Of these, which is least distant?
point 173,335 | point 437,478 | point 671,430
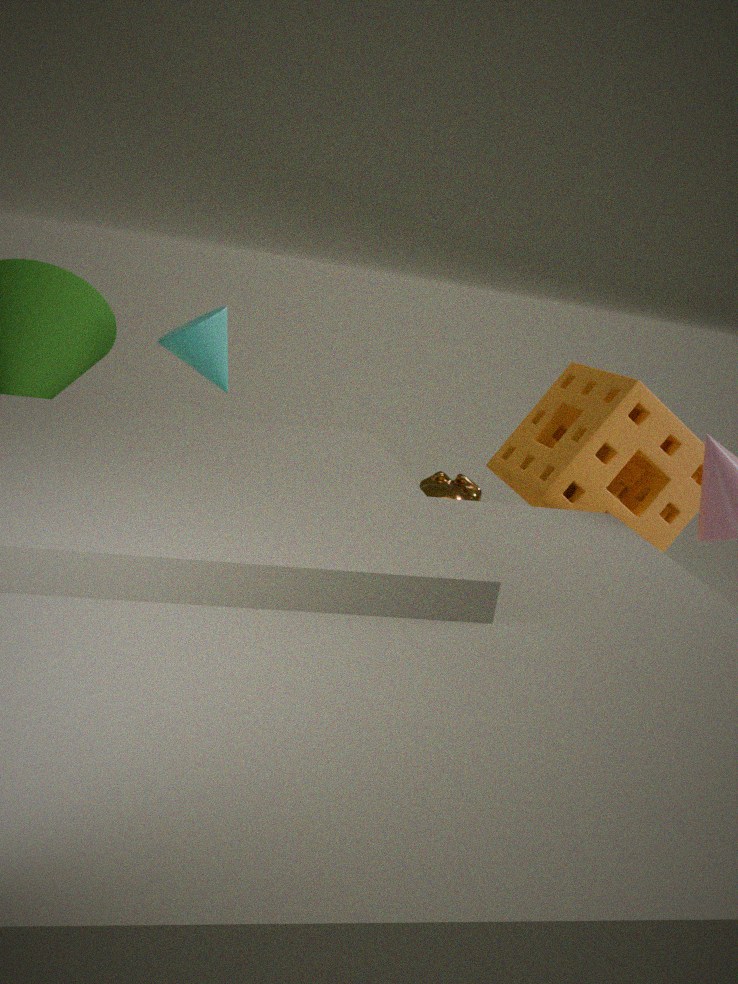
point 671,430
